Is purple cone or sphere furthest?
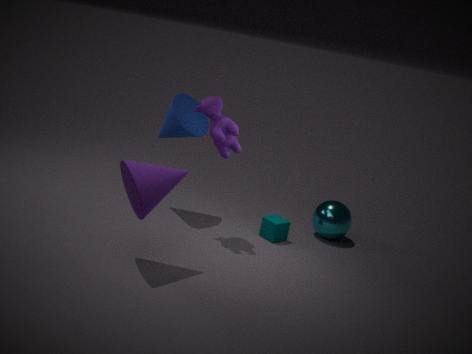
sphere
